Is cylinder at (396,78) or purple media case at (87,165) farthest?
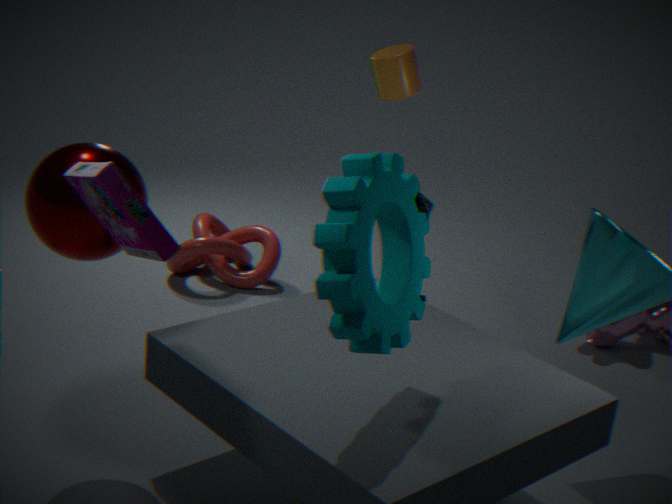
cylinder at (396,78)
